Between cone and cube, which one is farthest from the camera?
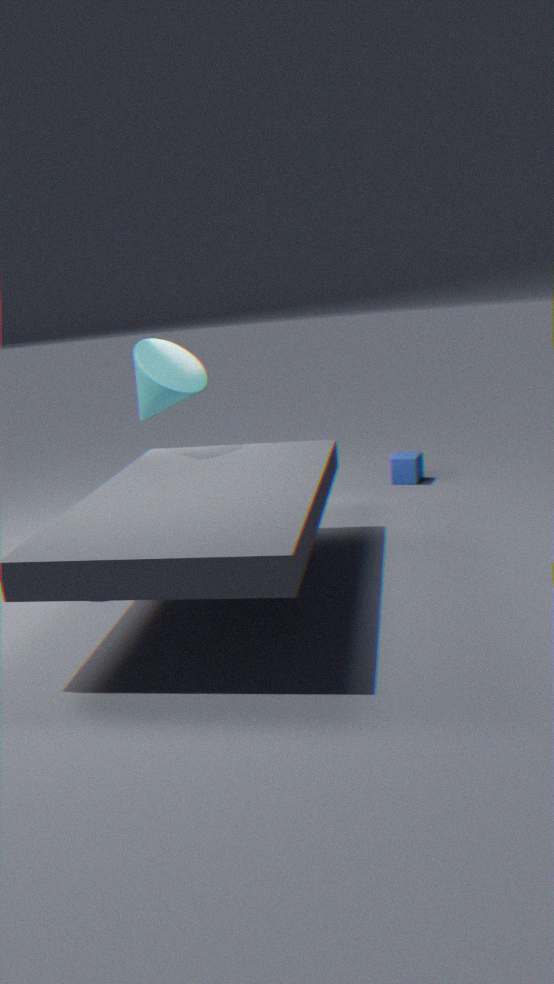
cube
